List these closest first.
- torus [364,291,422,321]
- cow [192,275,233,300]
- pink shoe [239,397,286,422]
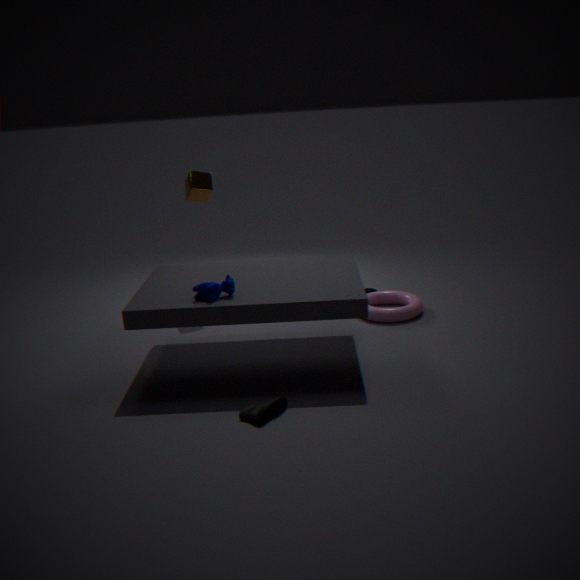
pink shoe [239,397,286,422] → cow [192,275,233,300] → torus [364,291,422,321]
